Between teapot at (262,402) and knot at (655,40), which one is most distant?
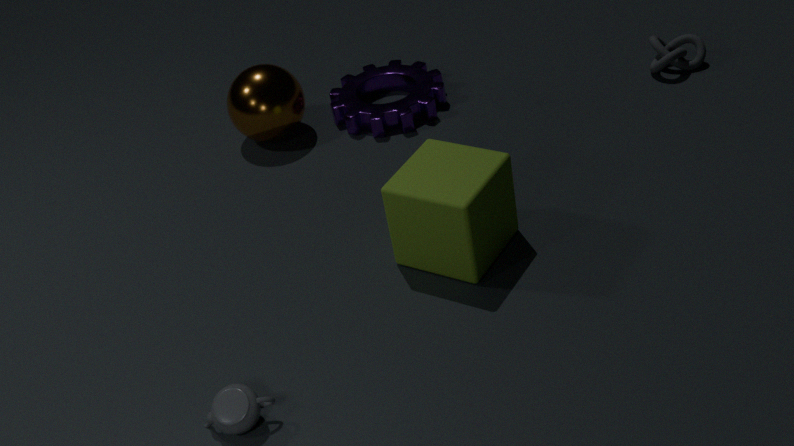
knot at (655,40)
